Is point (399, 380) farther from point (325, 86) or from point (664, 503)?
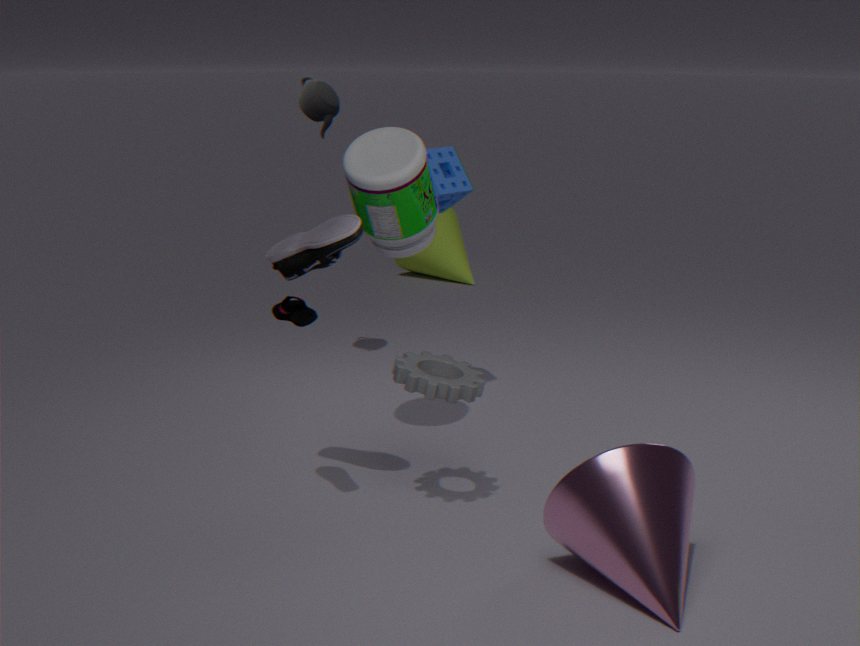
point (325, 86)
